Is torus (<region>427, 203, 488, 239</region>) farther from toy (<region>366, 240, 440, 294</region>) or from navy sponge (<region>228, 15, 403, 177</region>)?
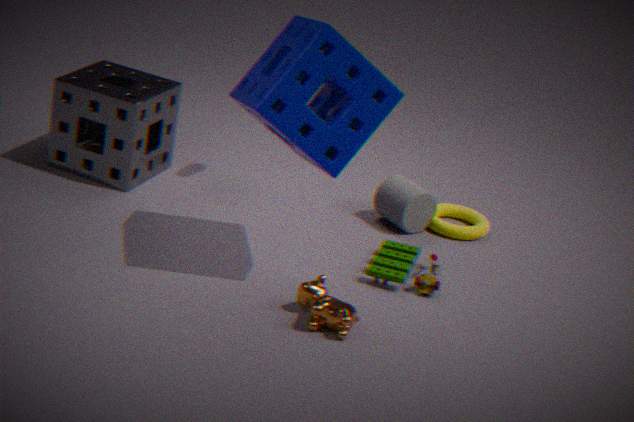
navy sponge (<region>228, 15, 403, 177</region>)
